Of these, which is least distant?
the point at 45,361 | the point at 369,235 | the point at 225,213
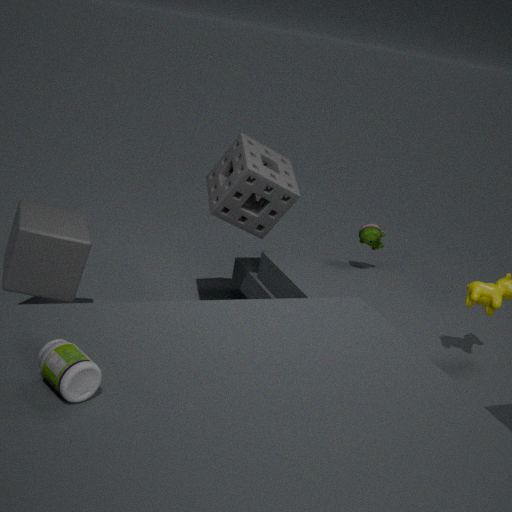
the point at 45,361
